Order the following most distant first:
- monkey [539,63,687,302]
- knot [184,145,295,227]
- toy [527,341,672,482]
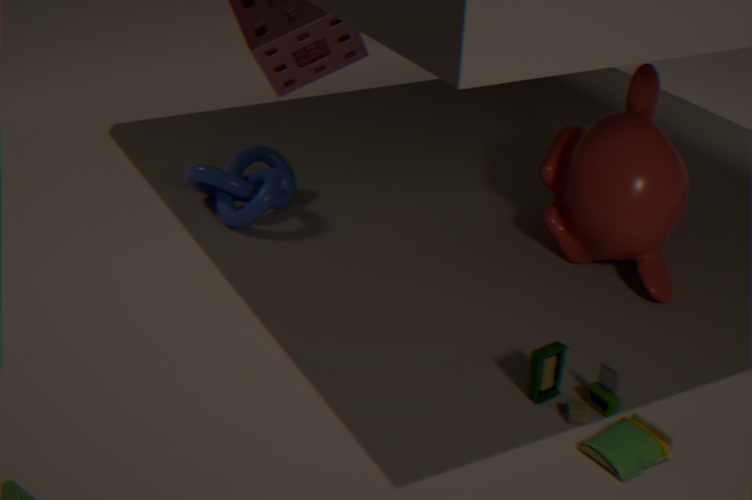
knot [184,145,295,227], monkey [539,63,687,302], toy [527,341,672,482]
